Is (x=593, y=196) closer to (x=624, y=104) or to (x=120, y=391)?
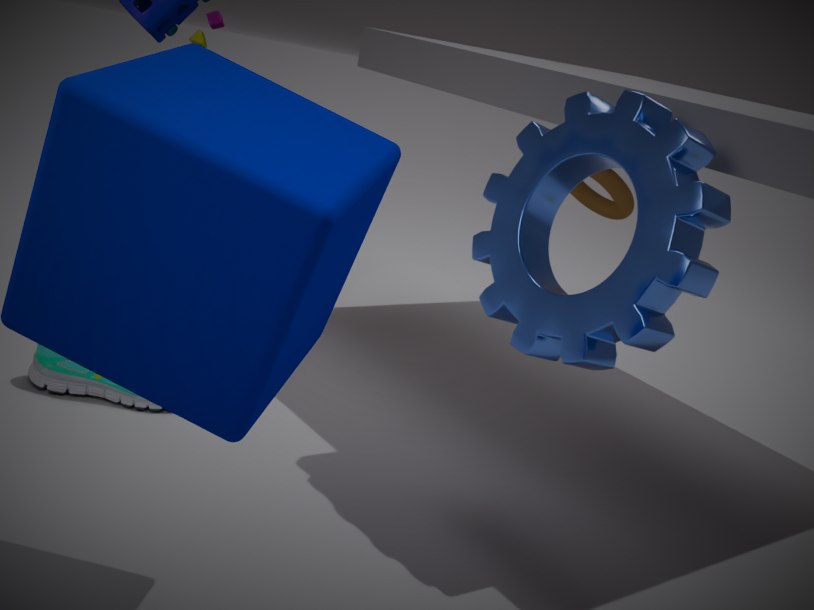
(x=624, y=104)
